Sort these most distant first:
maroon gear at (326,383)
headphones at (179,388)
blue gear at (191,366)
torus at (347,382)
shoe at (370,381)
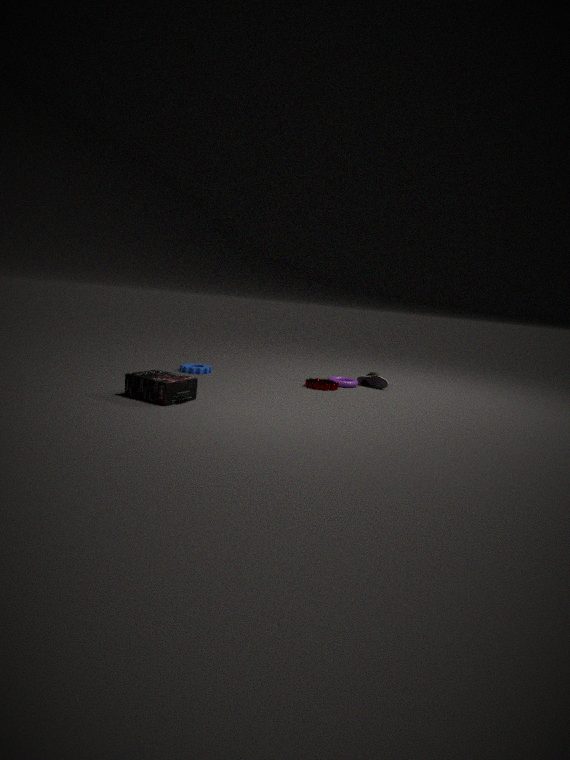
1. shoe at (370,381)
2. blue gear at (191,366)
3. torus at (347,382)
4. maroon gear at (326,383)
5. headphones at (179,388)
